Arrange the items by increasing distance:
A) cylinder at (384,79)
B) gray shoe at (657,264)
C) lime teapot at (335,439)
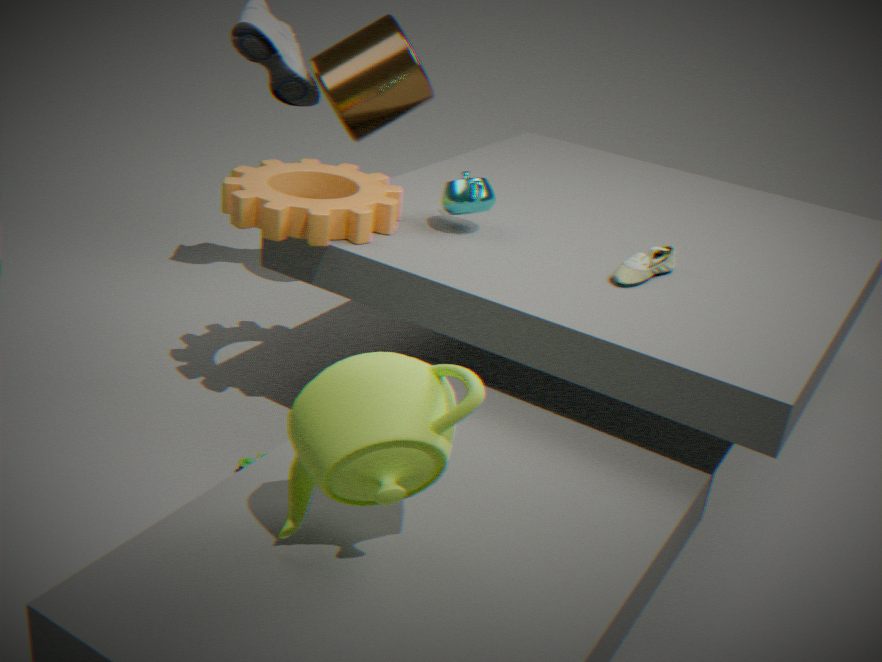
lime teapot at (335,439) → gray shoe at (657,264) → cylinder at (384,79)
